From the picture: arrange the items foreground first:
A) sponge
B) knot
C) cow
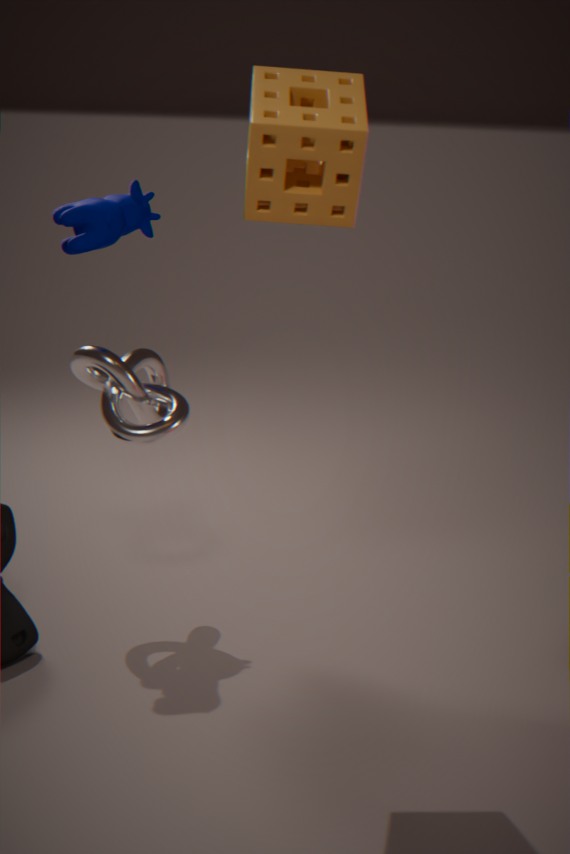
sponge < cow < knot
